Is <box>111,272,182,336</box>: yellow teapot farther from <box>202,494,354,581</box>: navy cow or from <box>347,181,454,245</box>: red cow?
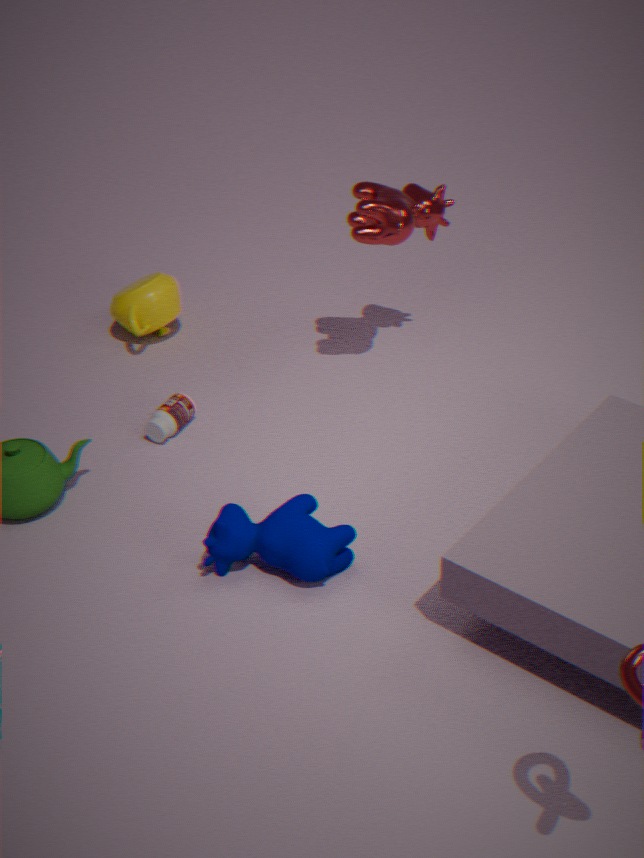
<box>202,494,354,581</box>: navy cow
